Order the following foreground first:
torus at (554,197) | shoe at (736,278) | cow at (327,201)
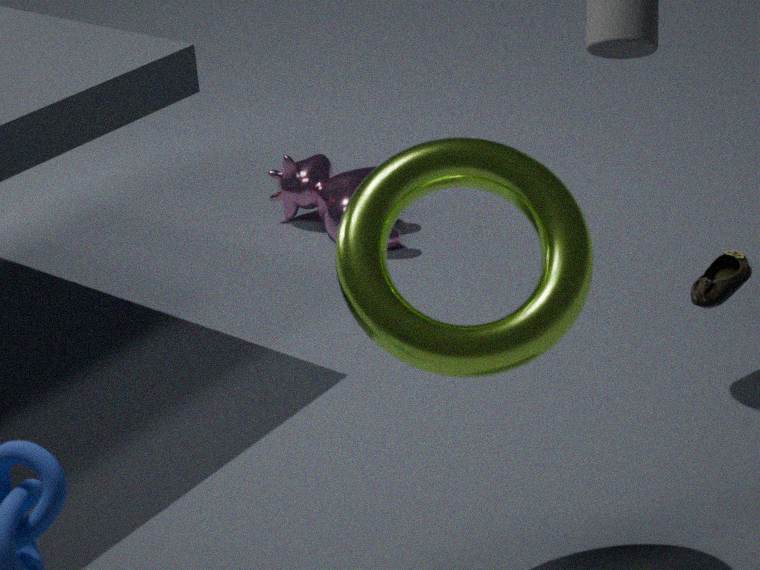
torus at (554,197)
shoe at (736,278)
cow at (327,201)
